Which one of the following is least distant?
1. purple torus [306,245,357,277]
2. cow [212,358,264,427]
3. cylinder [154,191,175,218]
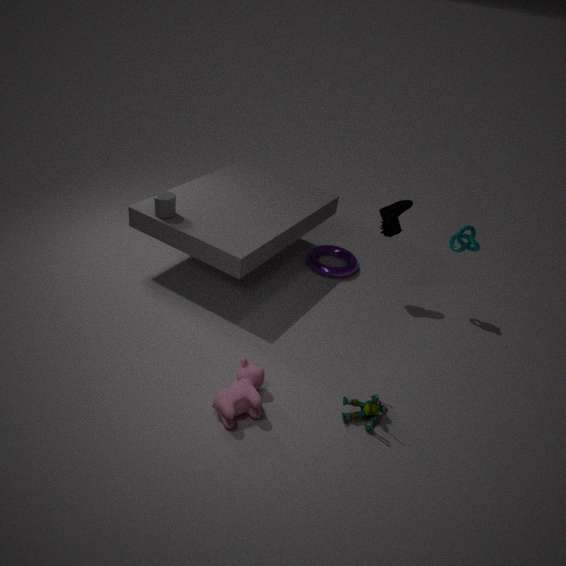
cow [212,358,264,427]
